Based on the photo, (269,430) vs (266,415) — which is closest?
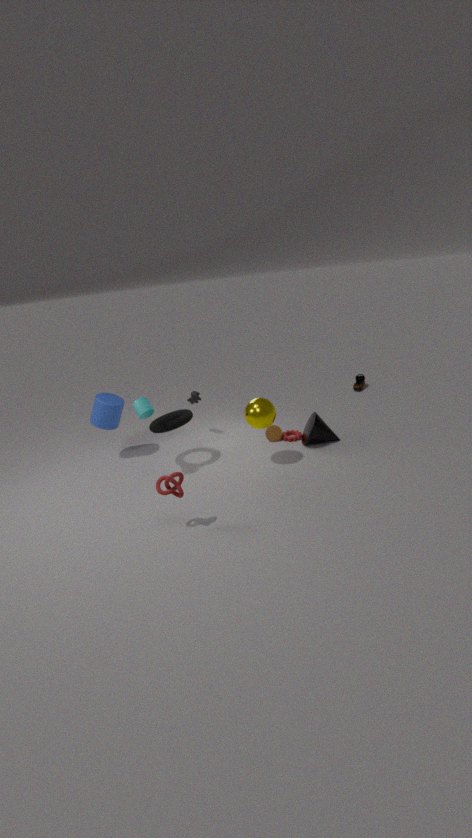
(266,415)
